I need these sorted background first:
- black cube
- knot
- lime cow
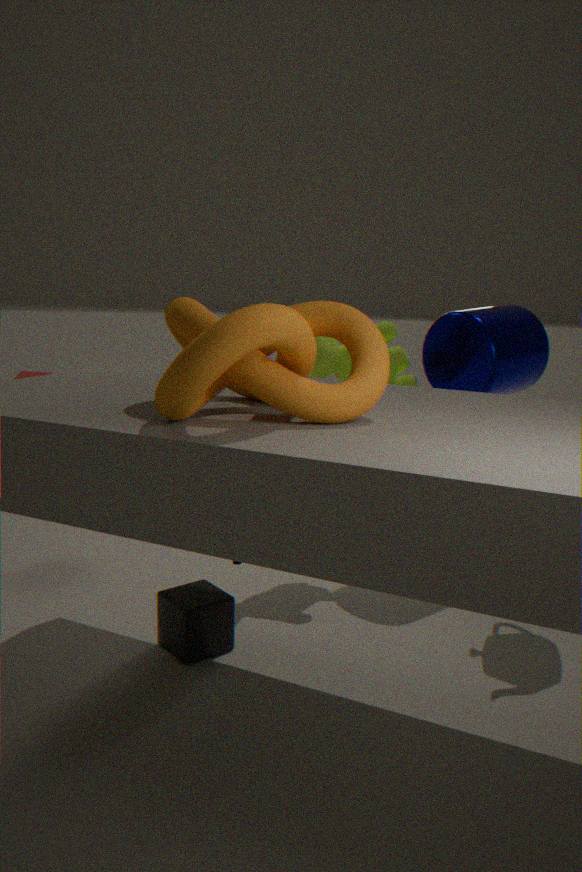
lime cow
black cube
knot
